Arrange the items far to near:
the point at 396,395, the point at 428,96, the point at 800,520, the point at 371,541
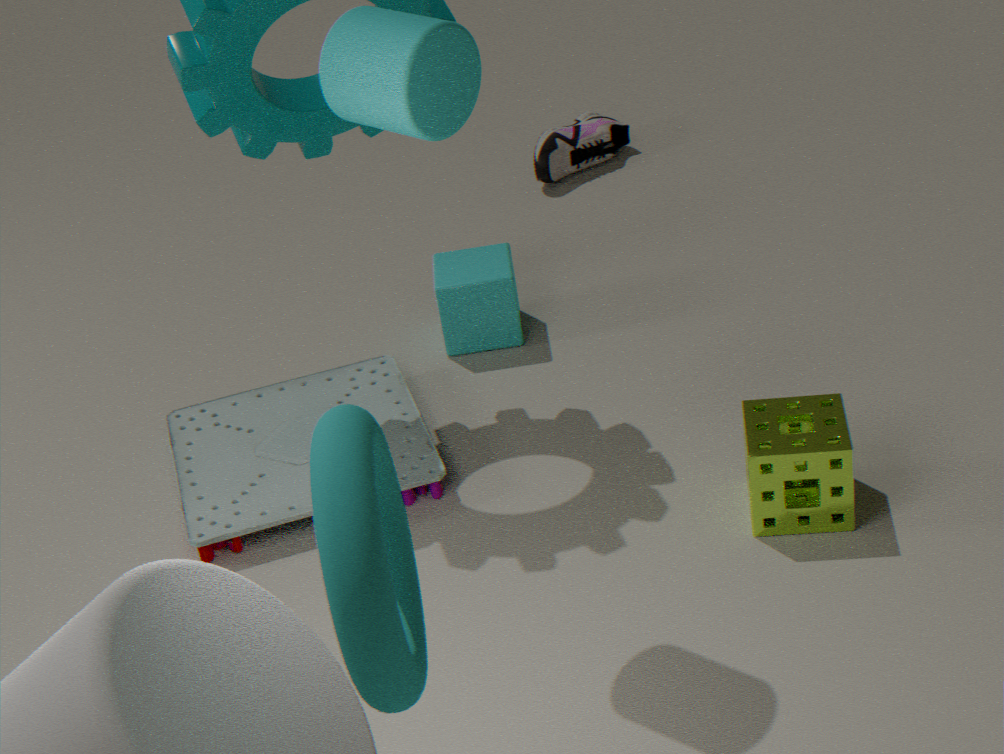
1. the point at 396,395
2. the point at 800,520
3. the point at 428,96
4. the point at 371,541
